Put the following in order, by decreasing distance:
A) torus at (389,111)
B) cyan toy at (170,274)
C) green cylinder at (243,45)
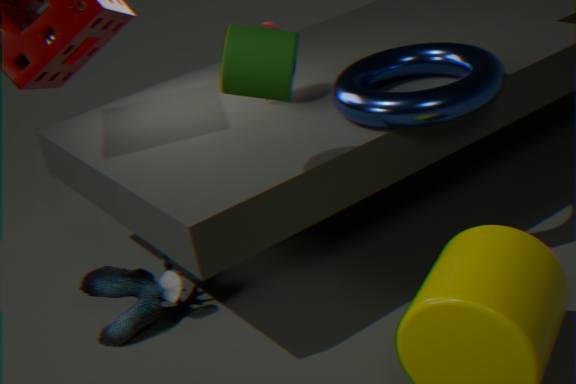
cyan toy at (170,274) < torus at (389,111) < green cylinder at (243,45)
